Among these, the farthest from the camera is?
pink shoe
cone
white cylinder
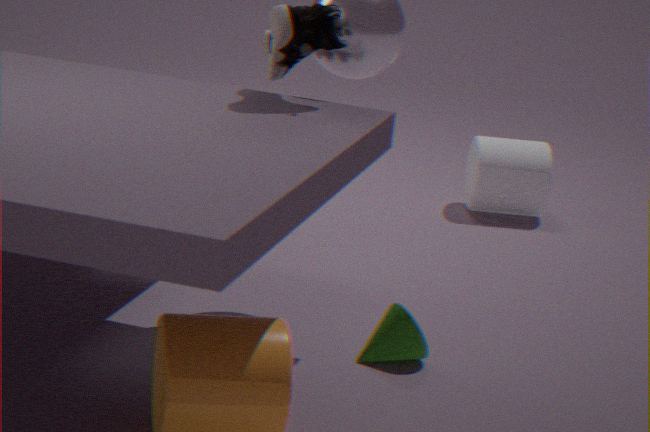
white cylinder
